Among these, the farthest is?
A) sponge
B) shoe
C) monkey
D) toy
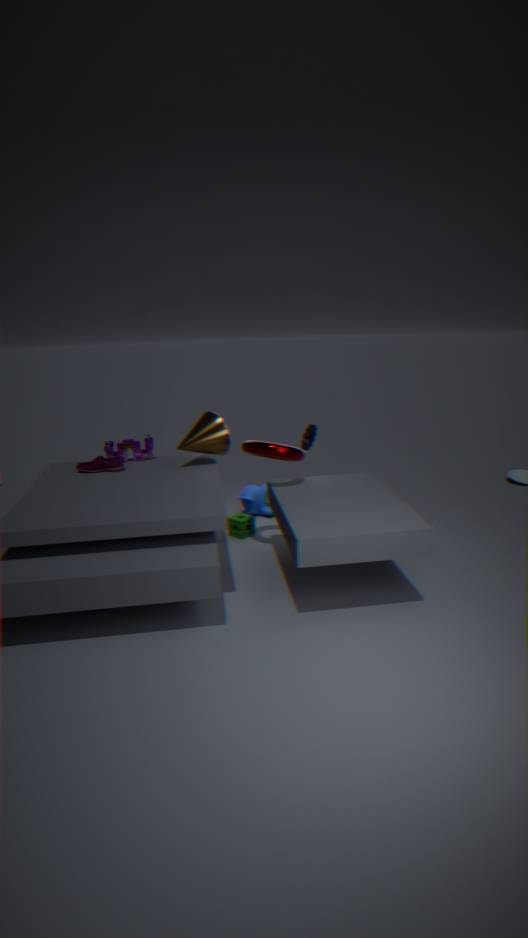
monkey
